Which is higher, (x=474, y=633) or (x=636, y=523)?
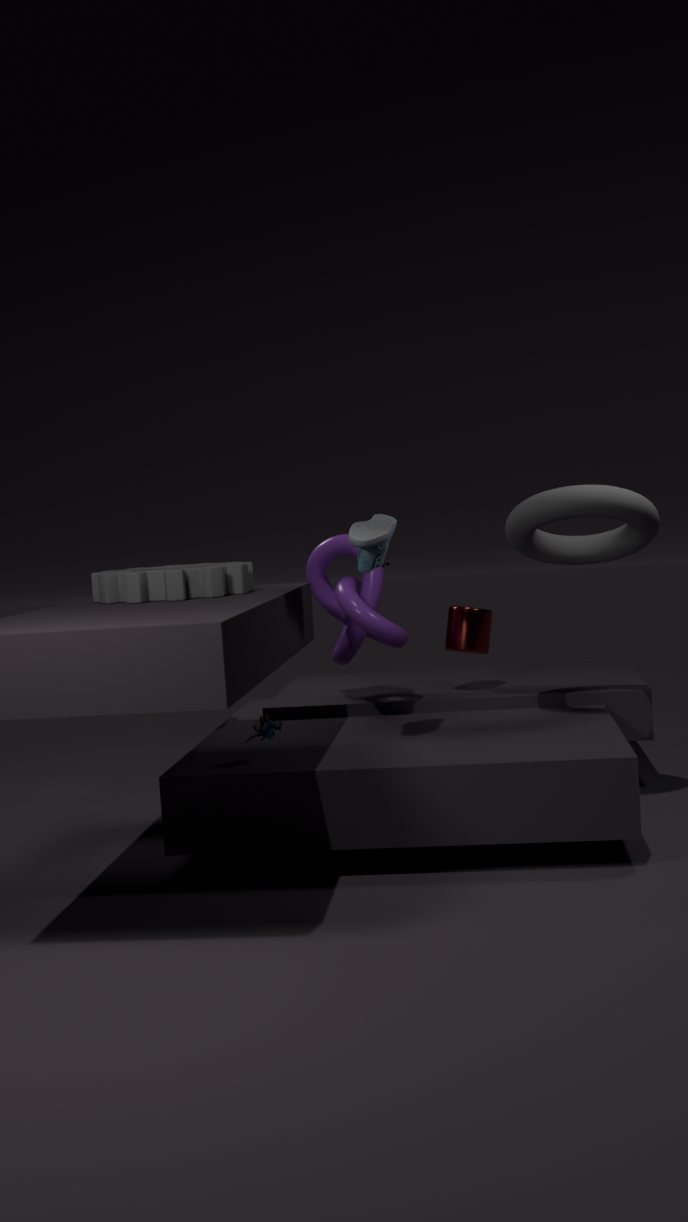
(x=636, y=523)
